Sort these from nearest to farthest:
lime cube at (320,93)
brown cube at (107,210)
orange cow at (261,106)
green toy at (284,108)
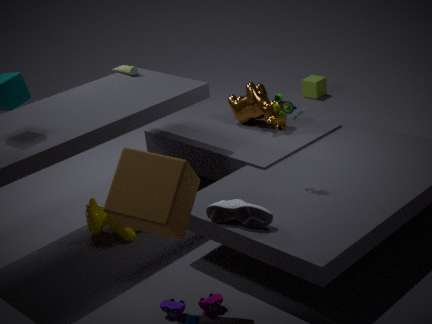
brown cube at (107,210)
green toy at (284,108)
orange cow at (261,106)
lime cube at (320,93)
